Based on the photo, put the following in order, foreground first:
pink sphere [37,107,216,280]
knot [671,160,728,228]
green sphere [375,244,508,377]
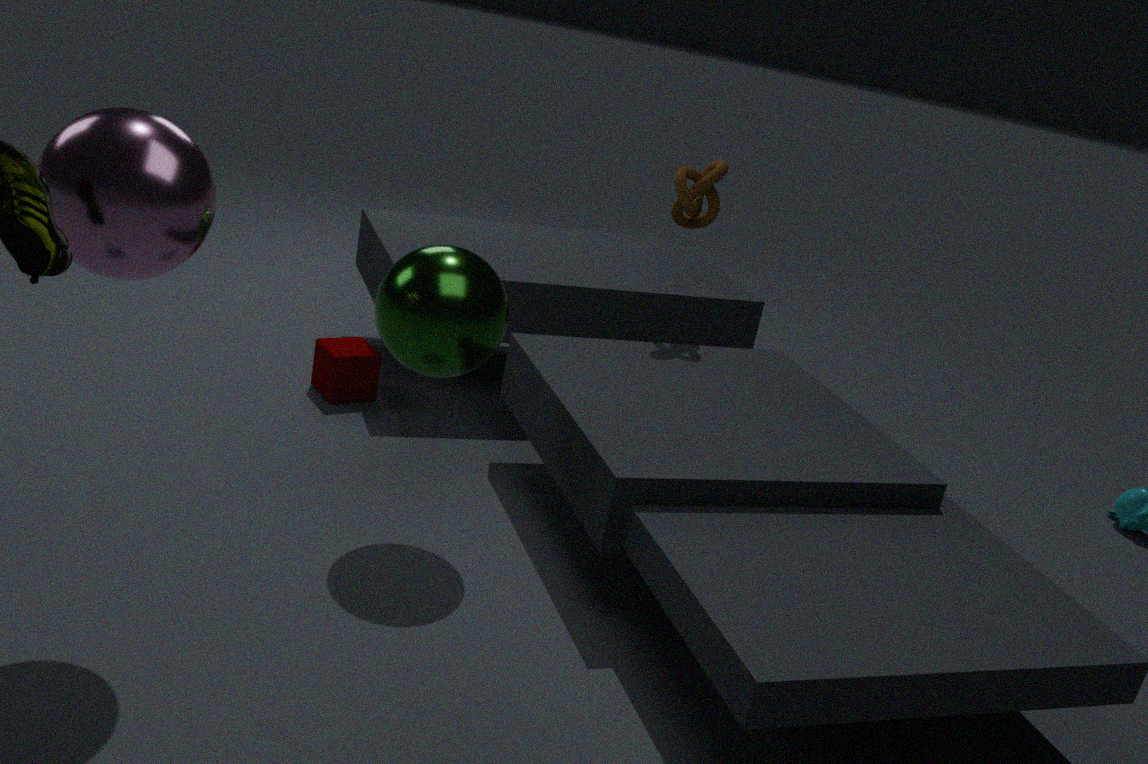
pink sphere [37,107,216,280] < green sphere [375,244,508,377] < knot [671,160,728,228]
